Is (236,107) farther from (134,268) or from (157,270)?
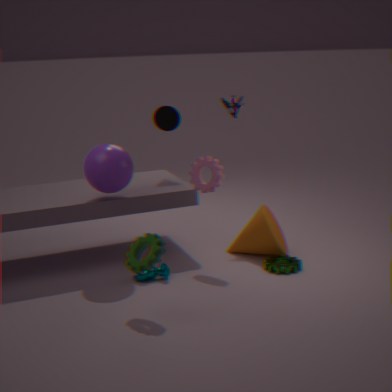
(134,268)
